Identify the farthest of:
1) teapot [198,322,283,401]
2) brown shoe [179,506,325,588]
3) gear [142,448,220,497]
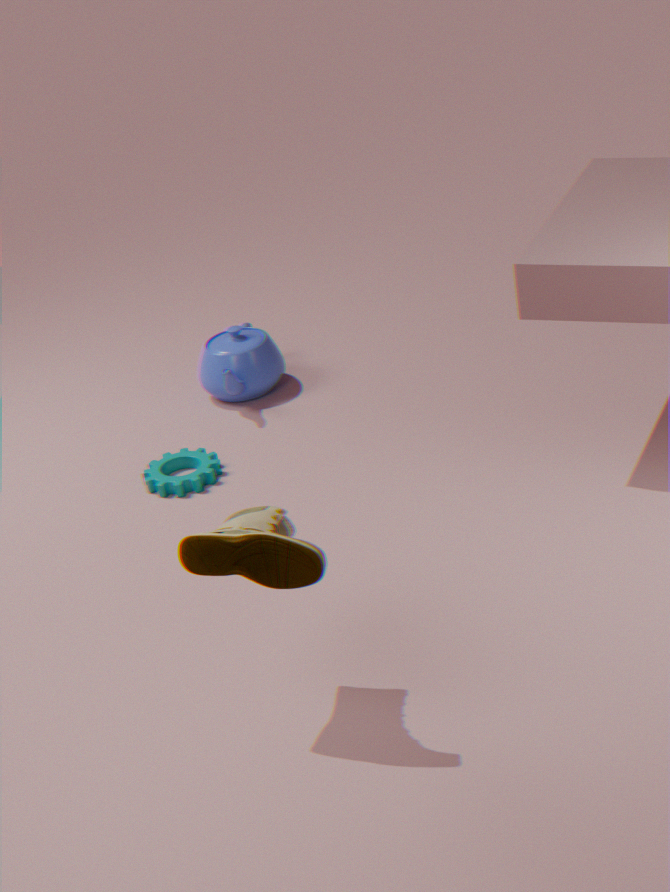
1. teapot [198,322,283,401]
